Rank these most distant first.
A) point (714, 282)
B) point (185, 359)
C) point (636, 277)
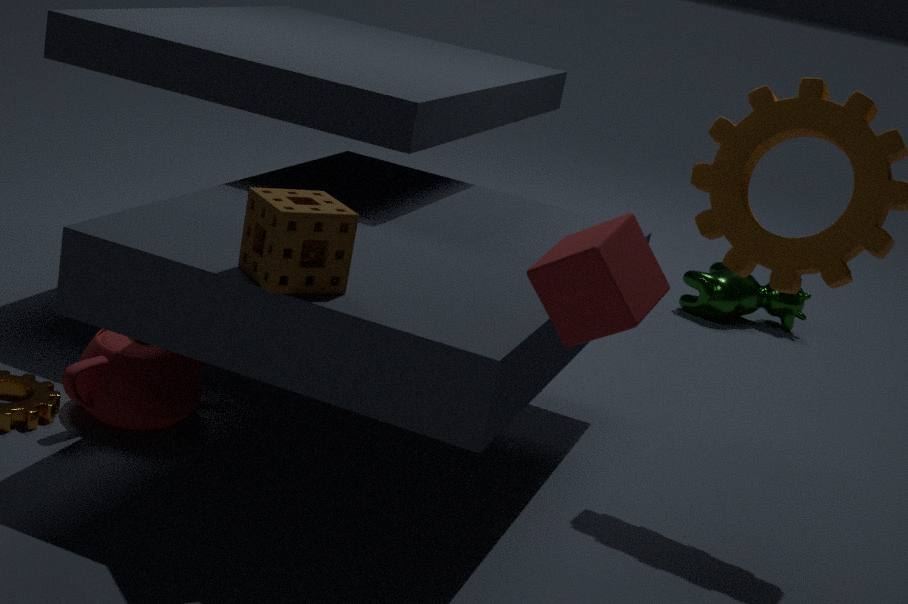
point (714, 282)
point (185, 359)
point (636, 277)
